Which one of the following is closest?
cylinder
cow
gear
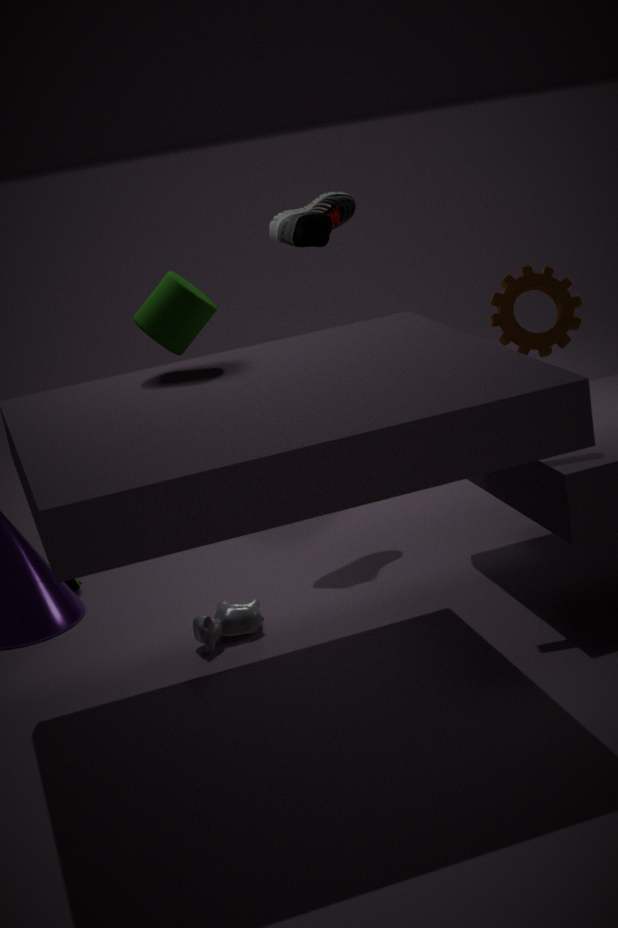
cylinder
